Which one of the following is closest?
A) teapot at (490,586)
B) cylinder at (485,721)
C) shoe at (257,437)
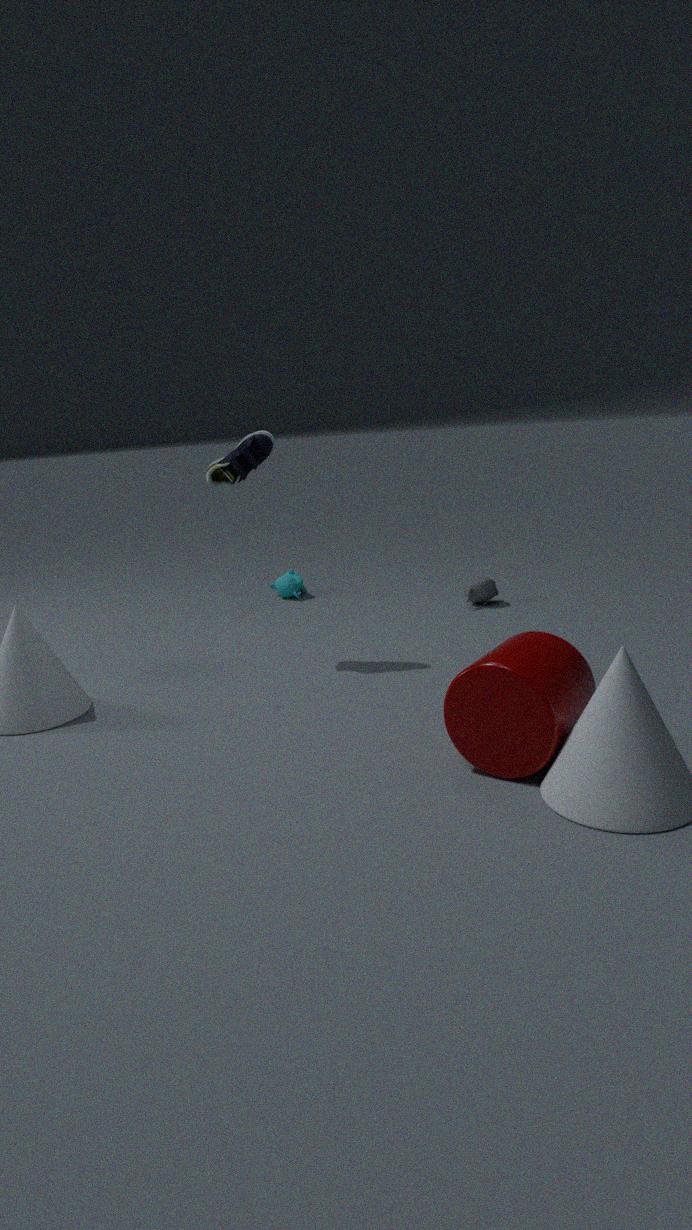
cylinder at (485,721)
